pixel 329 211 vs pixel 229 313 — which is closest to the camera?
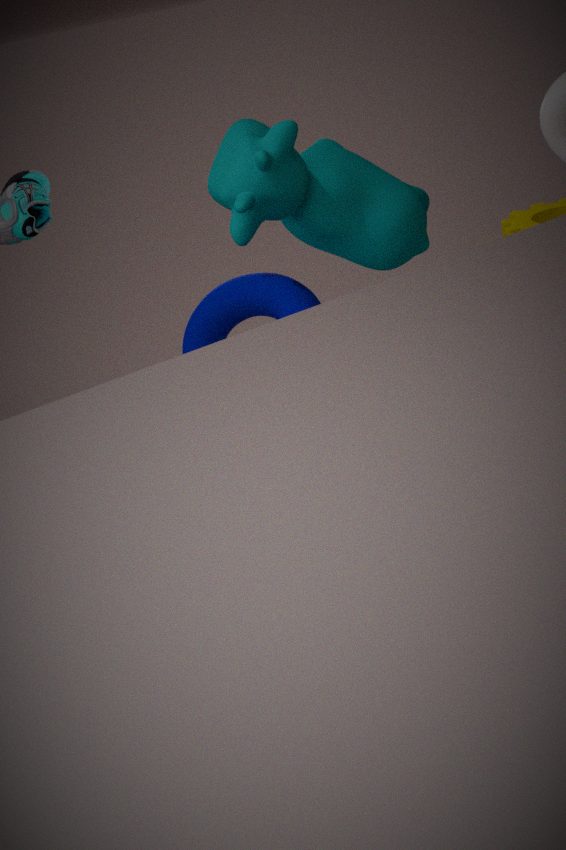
pixel 329 211
